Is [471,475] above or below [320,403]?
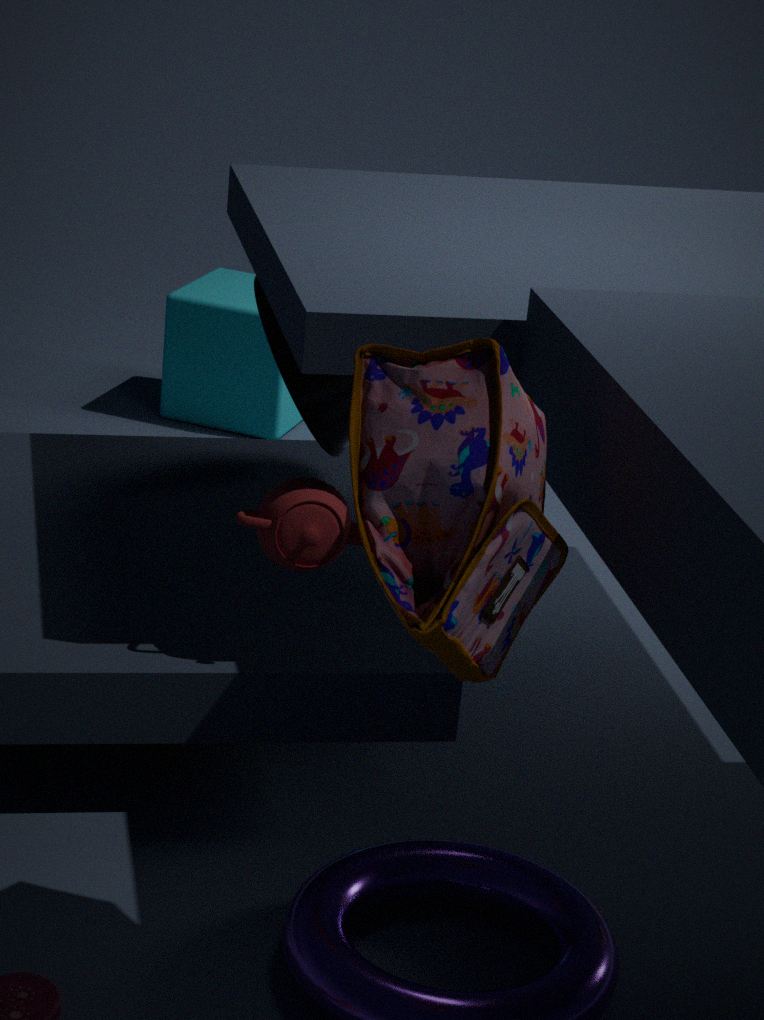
above
